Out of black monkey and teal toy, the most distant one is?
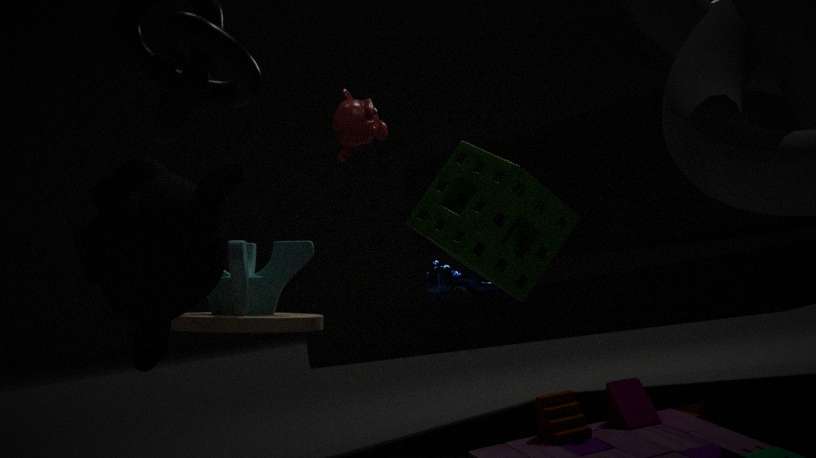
teal toy
